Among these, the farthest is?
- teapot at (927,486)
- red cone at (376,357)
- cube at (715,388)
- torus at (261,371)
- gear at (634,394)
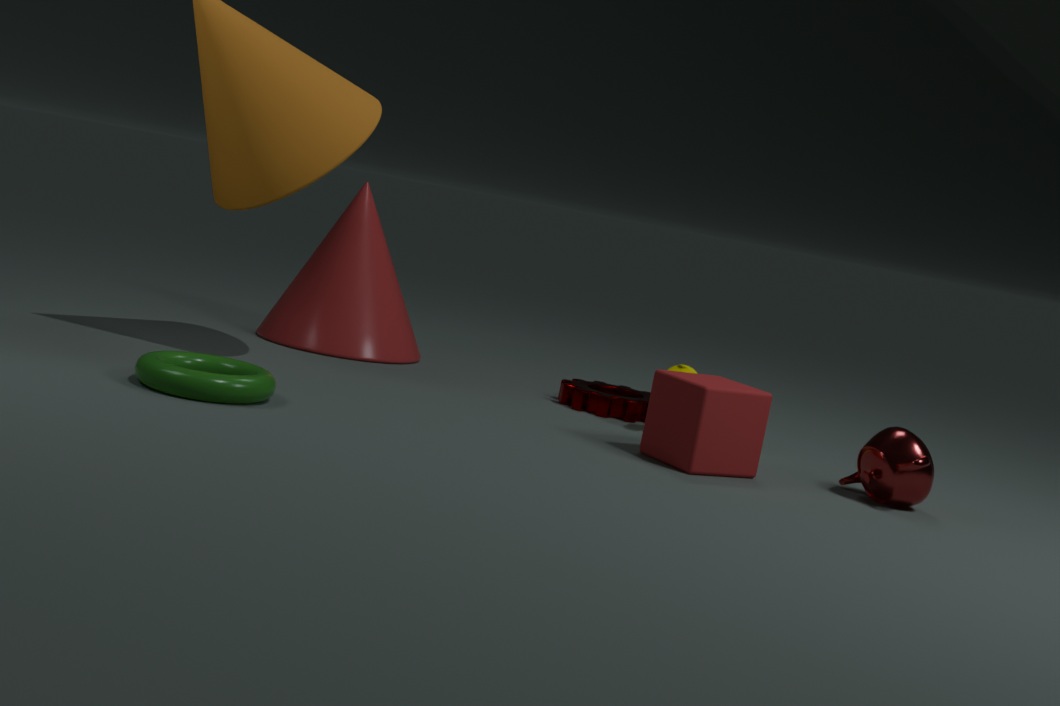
red cone at (376,357)
